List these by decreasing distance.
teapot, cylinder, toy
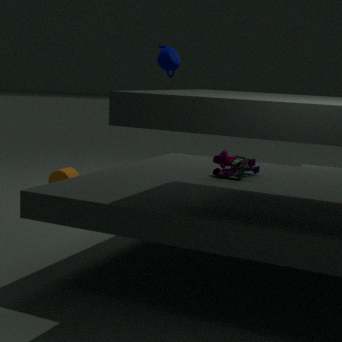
1. cylinder
2. teapot
3. toy
